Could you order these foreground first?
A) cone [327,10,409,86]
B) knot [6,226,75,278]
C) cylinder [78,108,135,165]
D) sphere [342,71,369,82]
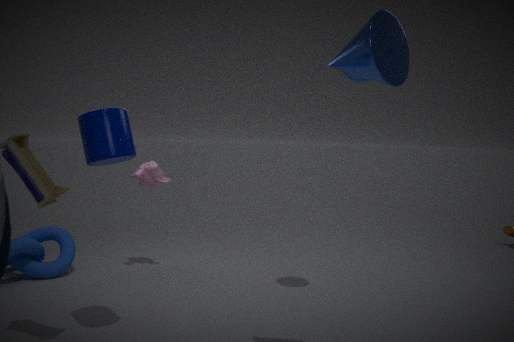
cone [327,10,409,86] < cylinder [78,108,135,165] < sphere [342,71,369,82] < knot [6,226,75,278]
